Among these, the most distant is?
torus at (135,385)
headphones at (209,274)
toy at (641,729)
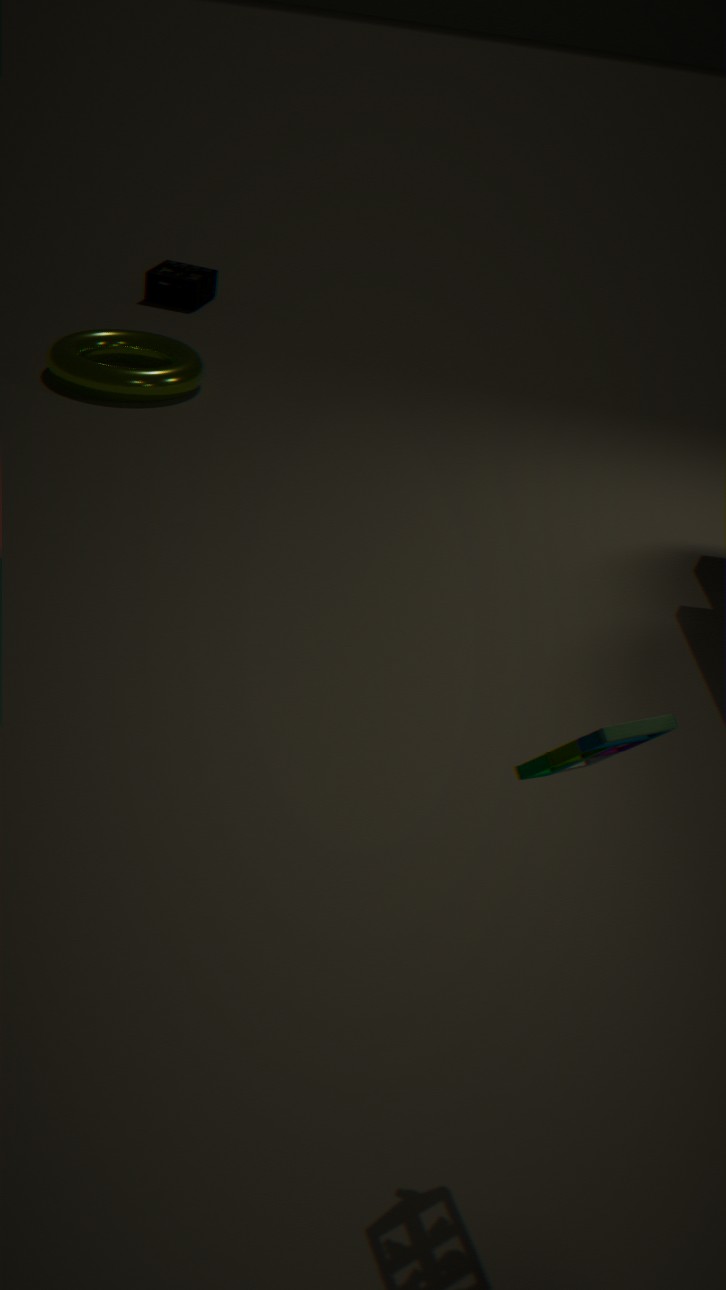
headphones at (209,274)
